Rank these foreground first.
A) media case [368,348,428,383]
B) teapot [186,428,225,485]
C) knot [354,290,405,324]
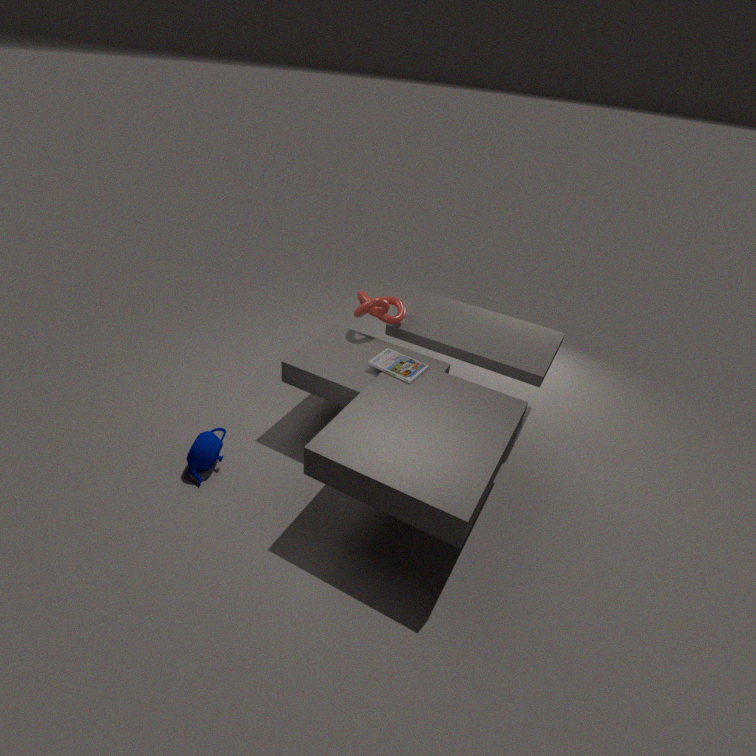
teapot [186,428,225,485]
media case [368,348,428,383]
knot [354,290,405,324]
